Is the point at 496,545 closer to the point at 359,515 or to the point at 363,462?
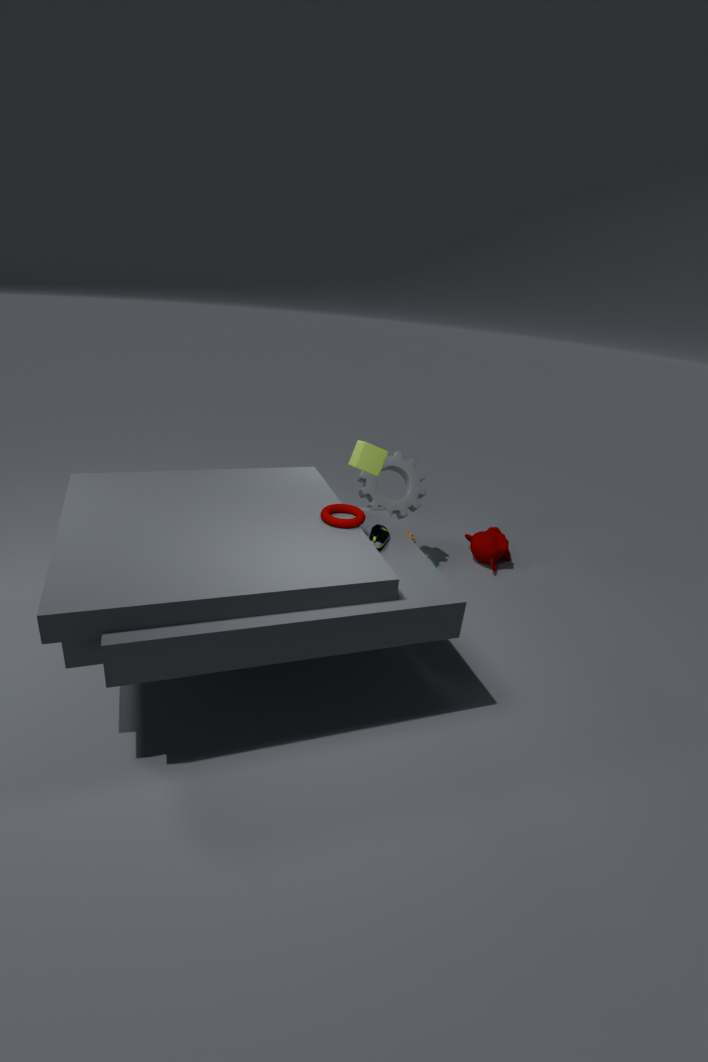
the point at 363,462
